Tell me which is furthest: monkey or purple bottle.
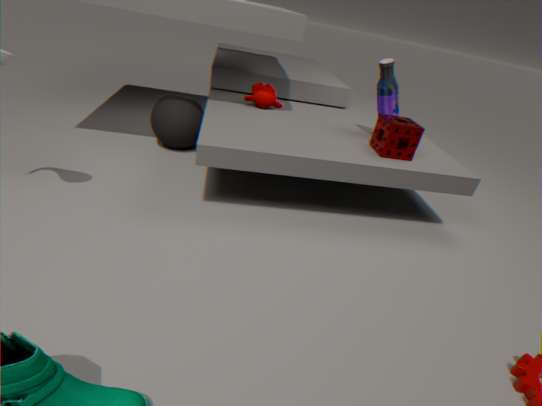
monkey
